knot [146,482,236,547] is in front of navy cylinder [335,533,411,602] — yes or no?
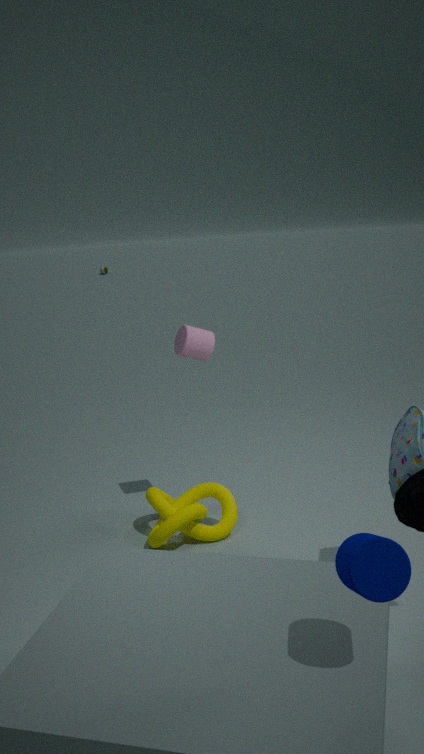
No
